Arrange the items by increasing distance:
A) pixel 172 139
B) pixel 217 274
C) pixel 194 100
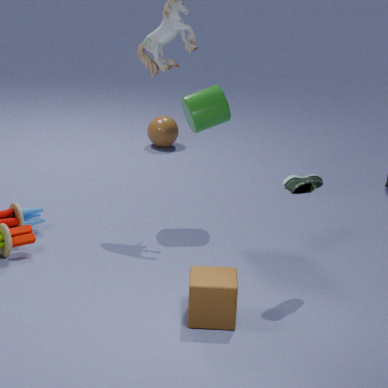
pixel 217 274 → pixel 194 100 → pixel 172 139
